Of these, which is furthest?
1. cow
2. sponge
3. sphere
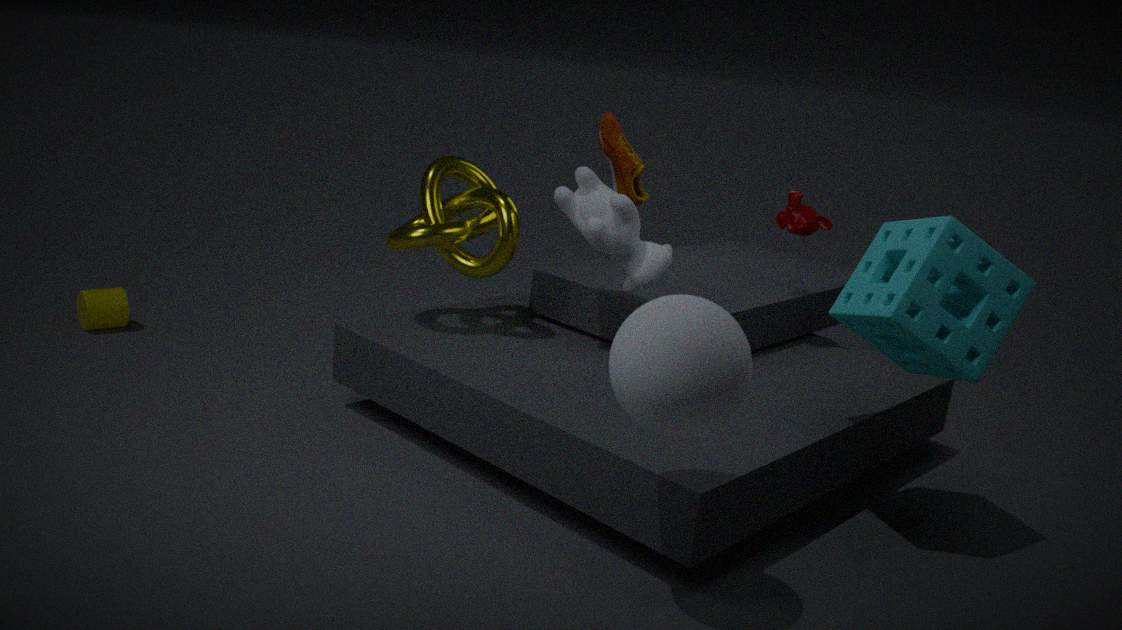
cow
